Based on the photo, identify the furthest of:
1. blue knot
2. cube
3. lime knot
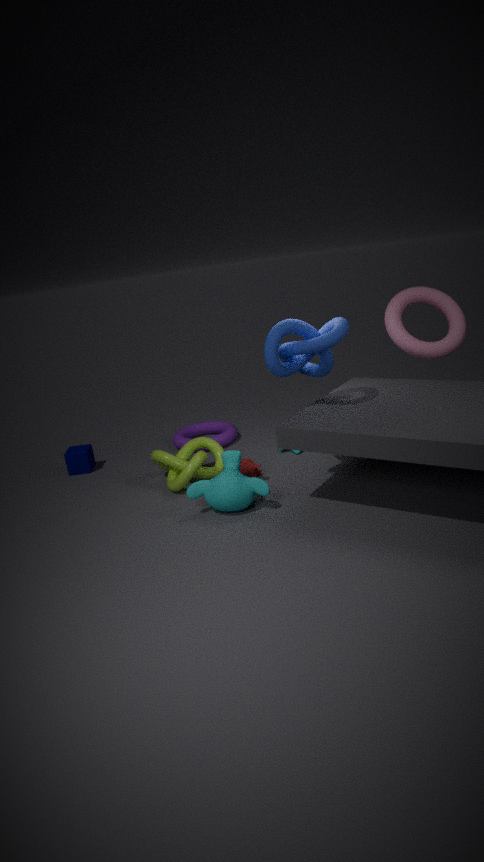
cube
